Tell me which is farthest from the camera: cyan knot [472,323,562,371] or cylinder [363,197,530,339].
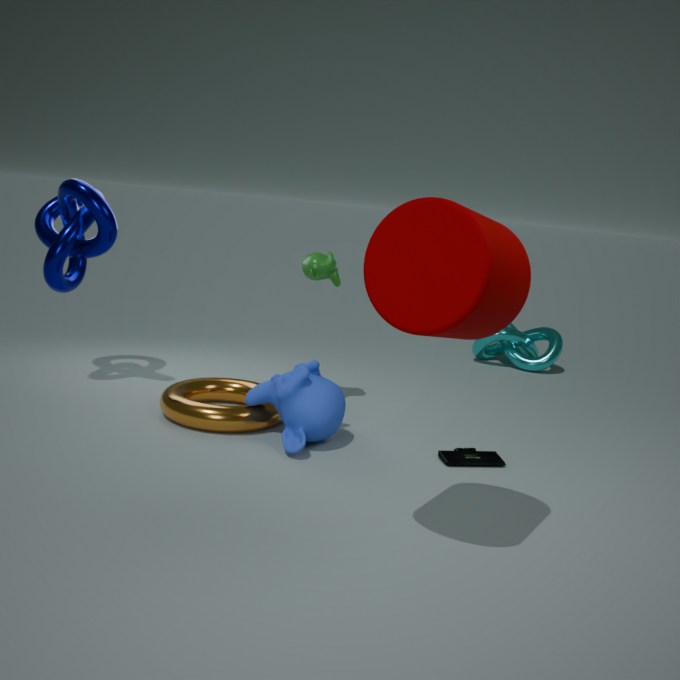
cyan knot [472,323,562,371]
